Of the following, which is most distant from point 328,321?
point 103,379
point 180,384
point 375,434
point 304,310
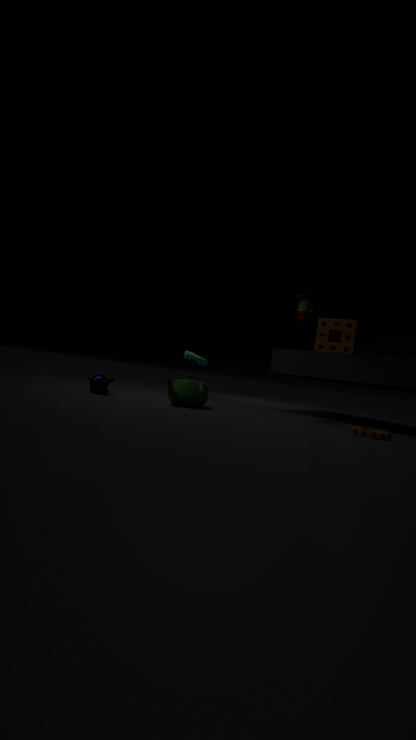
point 103,379
